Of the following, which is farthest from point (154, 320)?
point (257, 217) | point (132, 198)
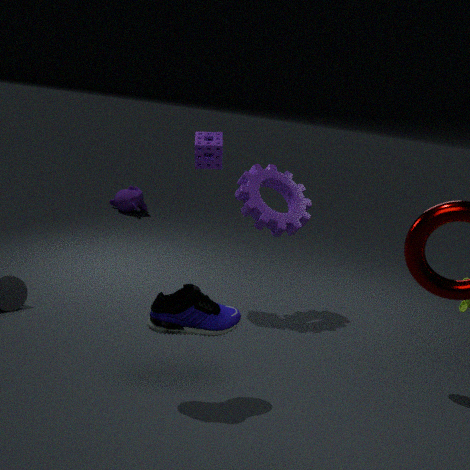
point (132, 198)
